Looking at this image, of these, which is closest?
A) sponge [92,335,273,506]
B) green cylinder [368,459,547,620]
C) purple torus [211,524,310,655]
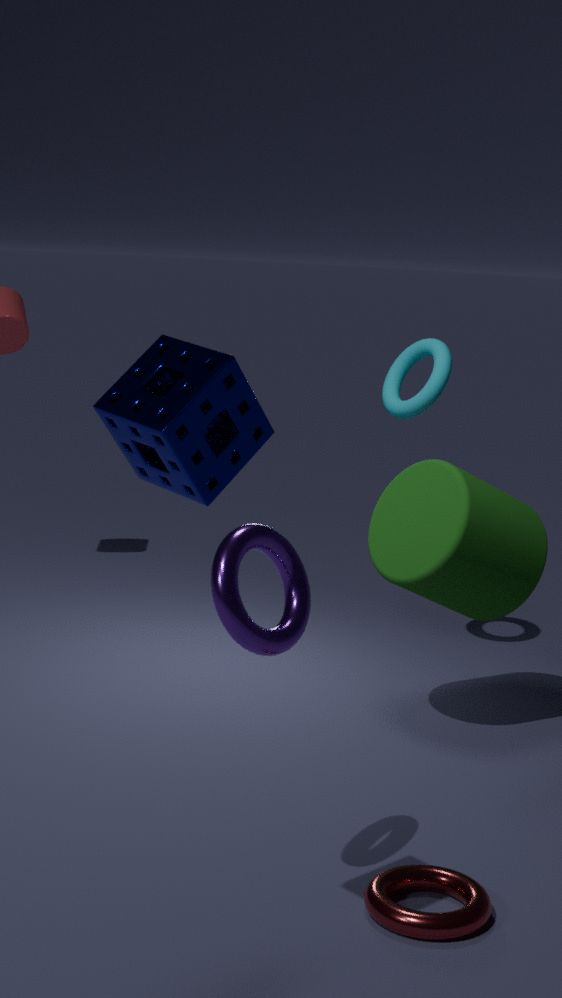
sponge [92,335,273,506]
